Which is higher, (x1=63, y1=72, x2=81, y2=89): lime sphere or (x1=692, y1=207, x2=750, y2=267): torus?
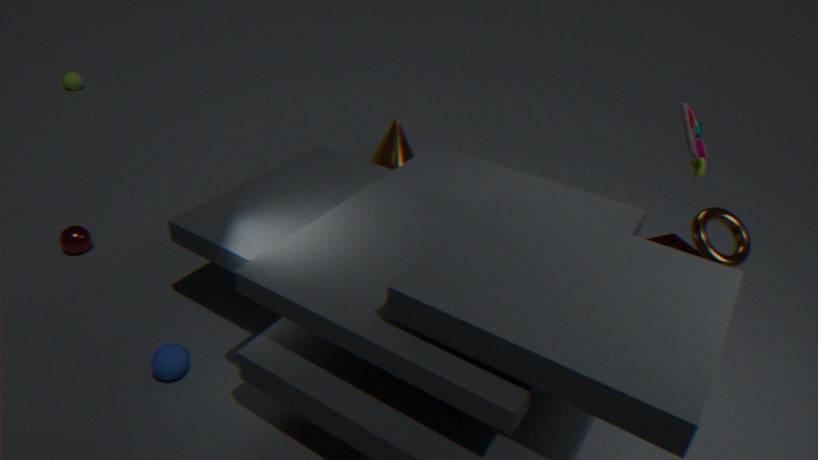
(x1=692, y1=207, x2=750, y2=267): torus
